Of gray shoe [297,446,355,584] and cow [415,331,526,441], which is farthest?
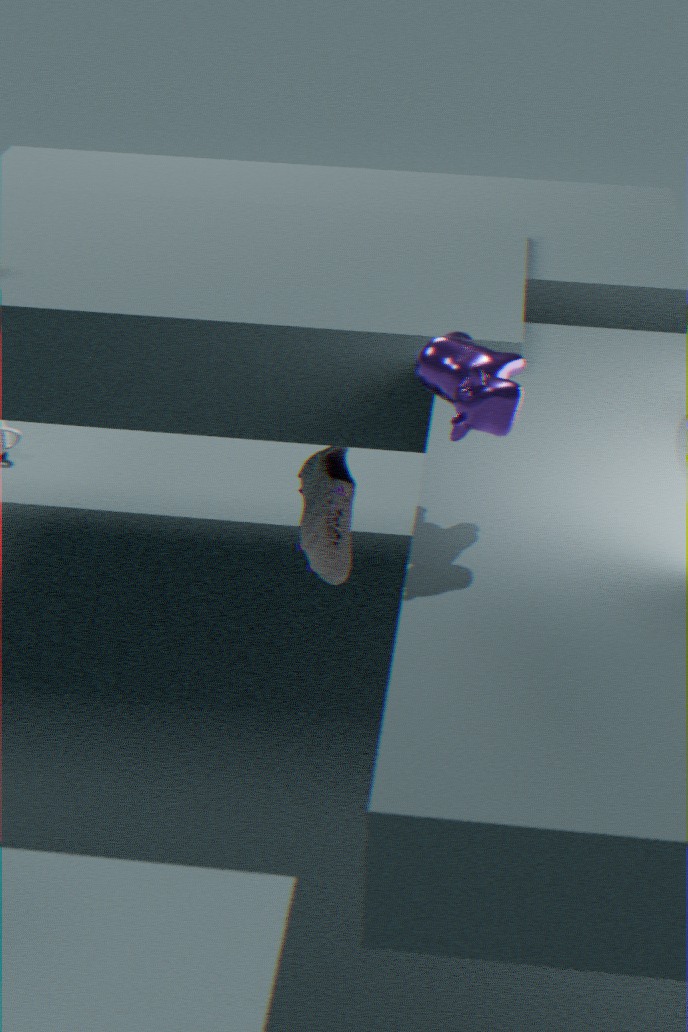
gray shoe [297,446,355,584]
